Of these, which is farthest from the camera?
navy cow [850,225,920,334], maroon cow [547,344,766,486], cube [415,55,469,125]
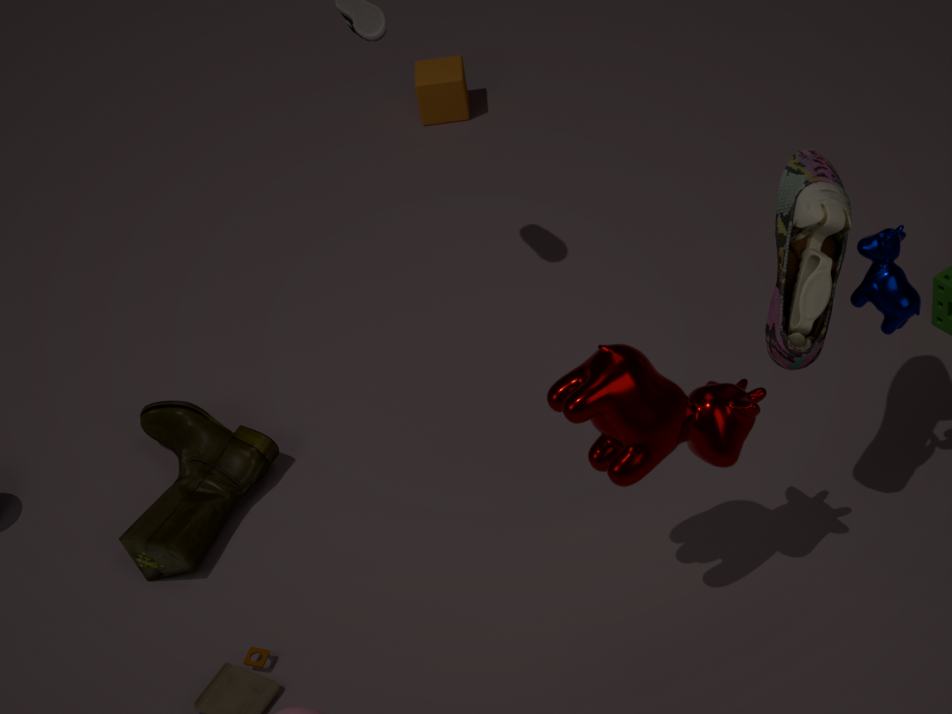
cube [415,55,469,125]
